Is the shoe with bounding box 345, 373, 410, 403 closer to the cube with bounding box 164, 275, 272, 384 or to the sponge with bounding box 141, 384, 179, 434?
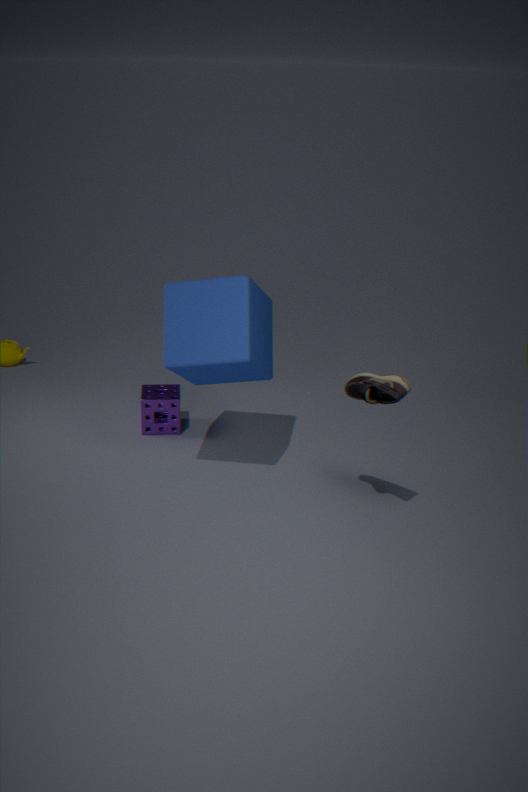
the cube with bounding box 164, 275, 272, 384
